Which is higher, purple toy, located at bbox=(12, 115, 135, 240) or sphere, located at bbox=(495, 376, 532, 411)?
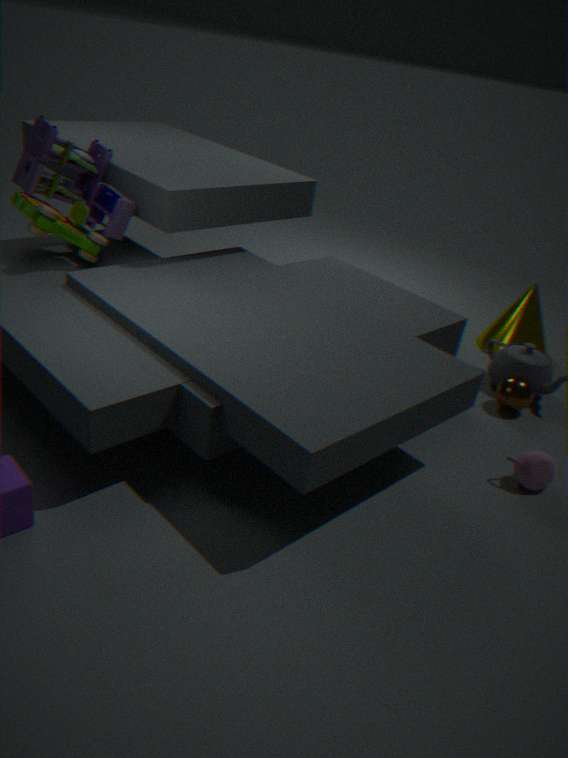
purple toy, located at bbox=(12, 115, 135, 240)
